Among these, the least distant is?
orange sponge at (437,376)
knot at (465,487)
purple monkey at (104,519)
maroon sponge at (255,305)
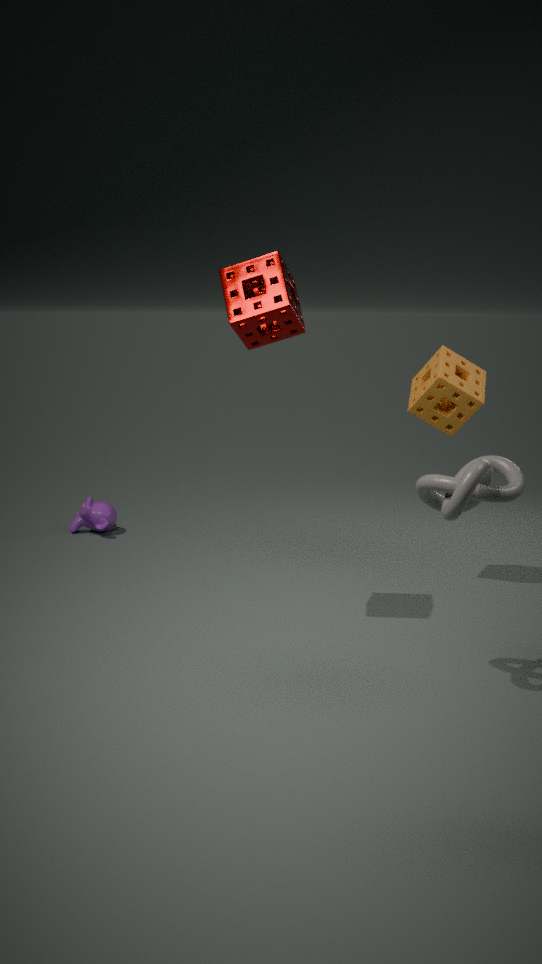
knot at (465,487)
